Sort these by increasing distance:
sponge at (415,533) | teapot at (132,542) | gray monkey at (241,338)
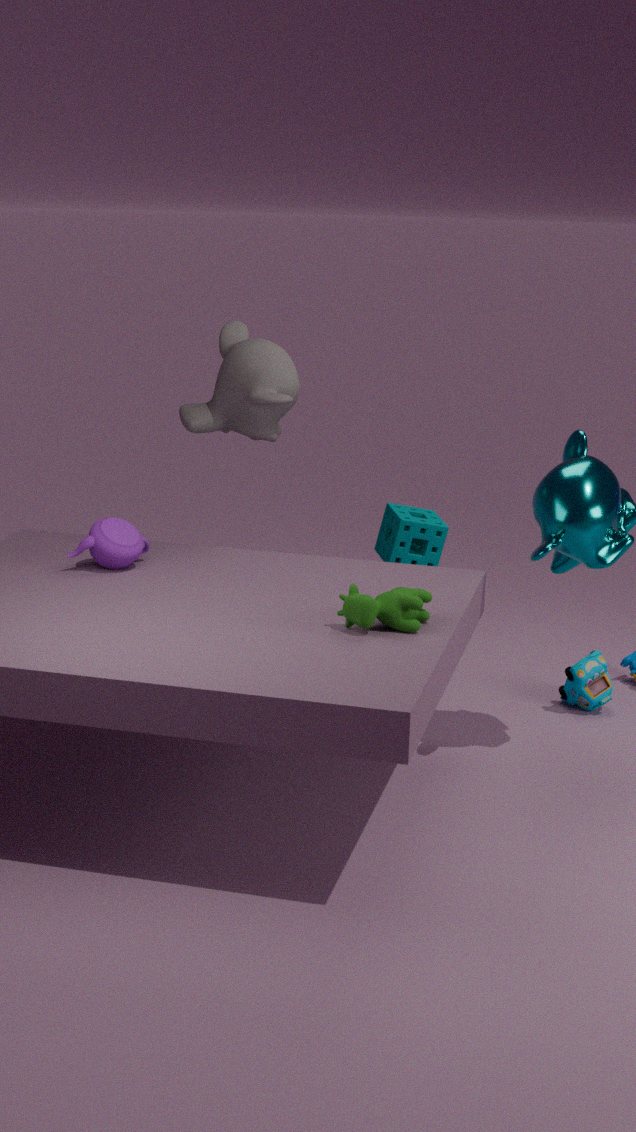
teapot at (132,542) < gray monkey at (241,338) < sponge at (415,533)
